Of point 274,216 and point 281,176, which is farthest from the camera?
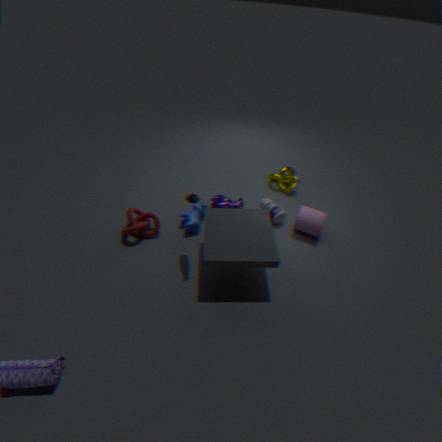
point 281,176
